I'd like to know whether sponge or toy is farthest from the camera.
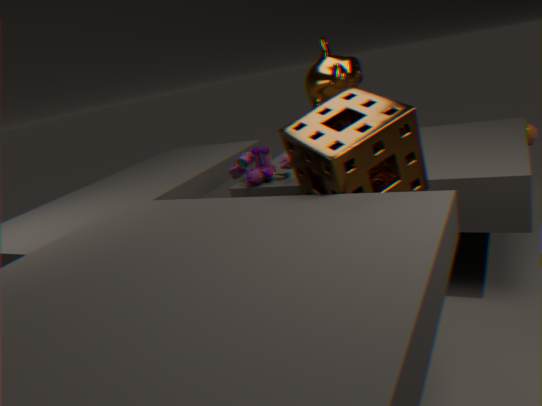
toy
